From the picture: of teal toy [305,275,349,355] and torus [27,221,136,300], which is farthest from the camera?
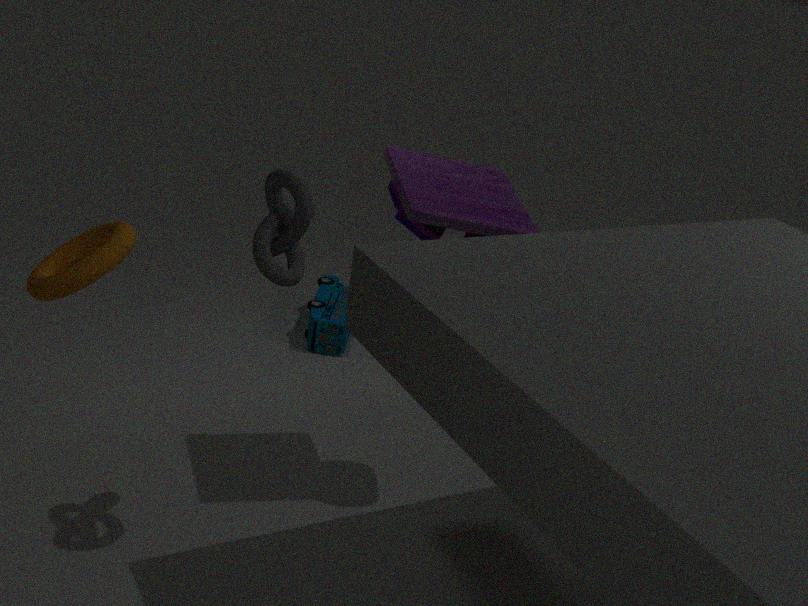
teal toy [305,275,349,355]
